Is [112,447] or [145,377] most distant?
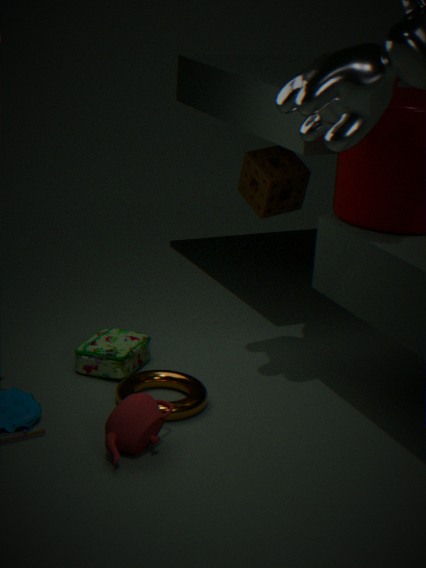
[145,377]
